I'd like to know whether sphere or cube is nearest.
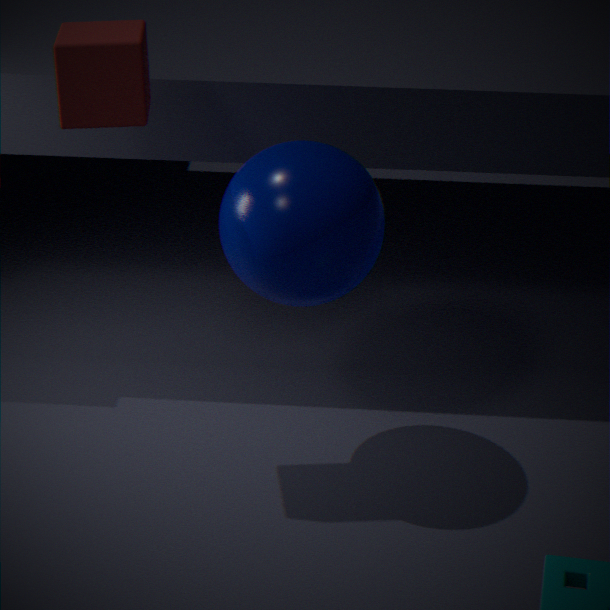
cube
